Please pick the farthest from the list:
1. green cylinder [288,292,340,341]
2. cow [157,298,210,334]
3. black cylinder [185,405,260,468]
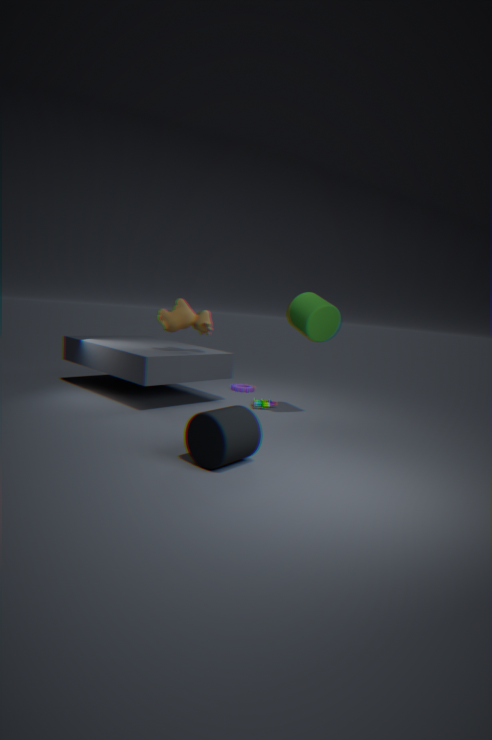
cow [157,298,210,334]
